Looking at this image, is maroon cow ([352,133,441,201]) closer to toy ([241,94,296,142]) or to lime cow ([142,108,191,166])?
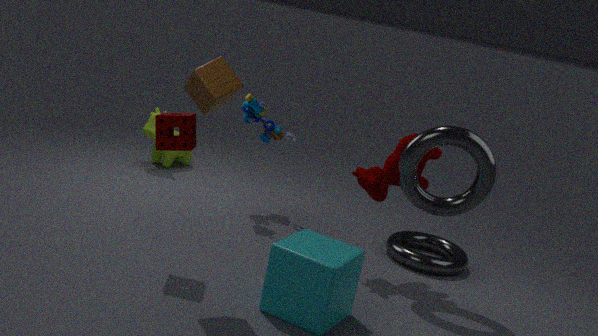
toy ([241,94,296,142])
